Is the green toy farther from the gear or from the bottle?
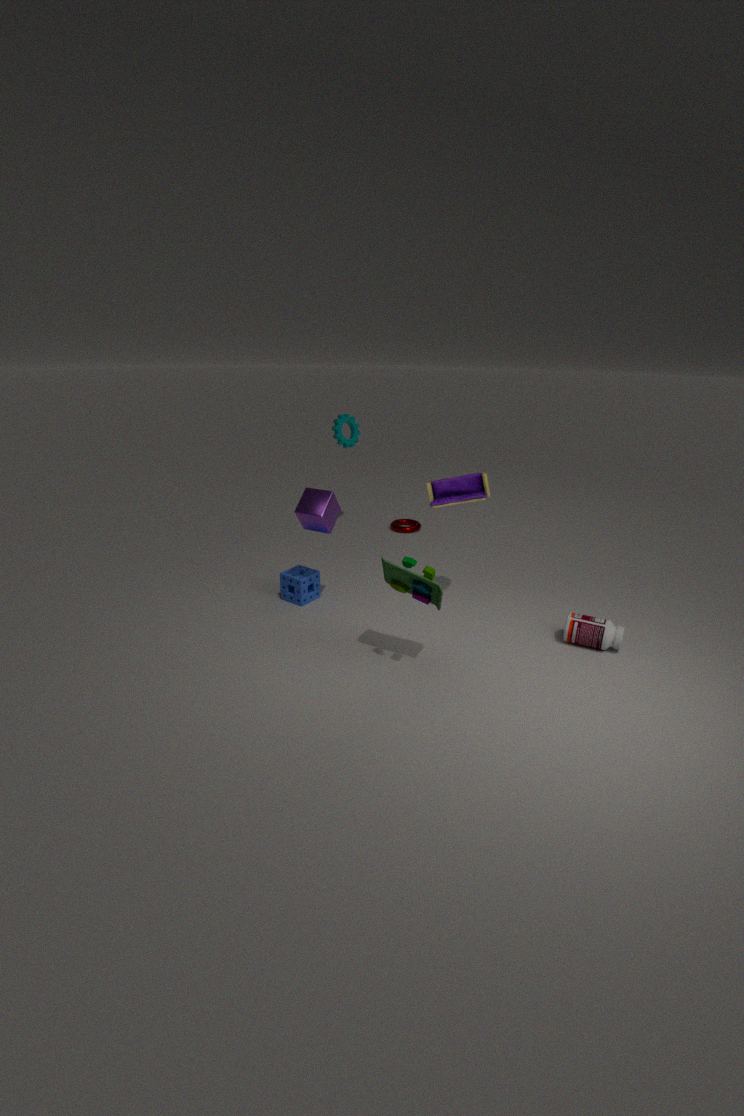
the gear
